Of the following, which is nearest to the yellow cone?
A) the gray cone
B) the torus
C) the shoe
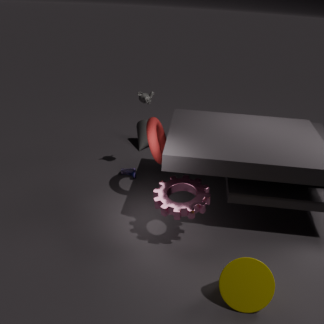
the torus
